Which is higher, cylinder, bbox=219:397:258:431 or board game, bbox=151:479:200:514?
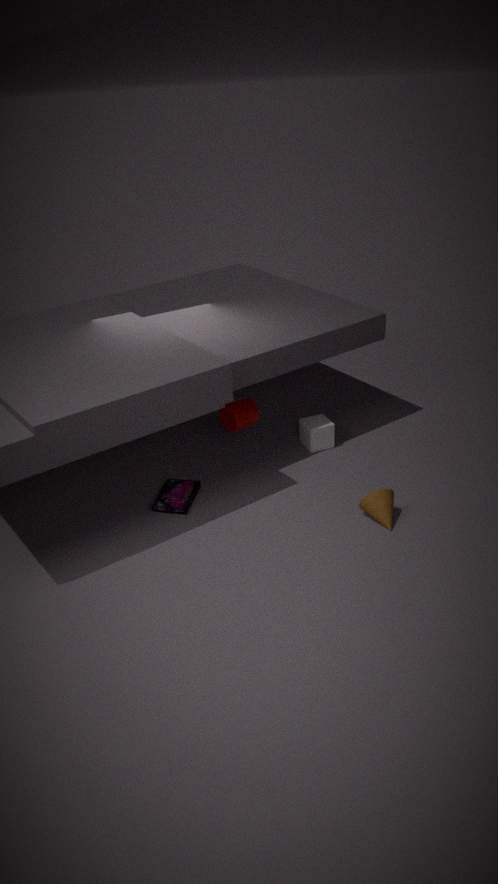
cylinder, bbox=219:397:258:431
